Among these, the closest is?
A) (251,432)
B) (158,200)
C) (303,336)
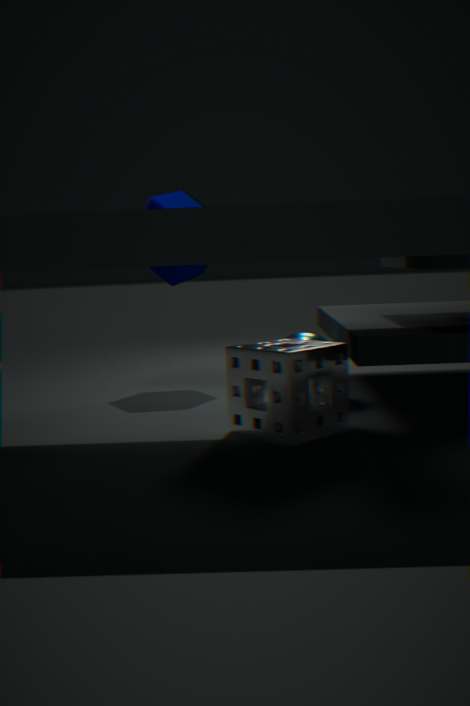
(251,432)
